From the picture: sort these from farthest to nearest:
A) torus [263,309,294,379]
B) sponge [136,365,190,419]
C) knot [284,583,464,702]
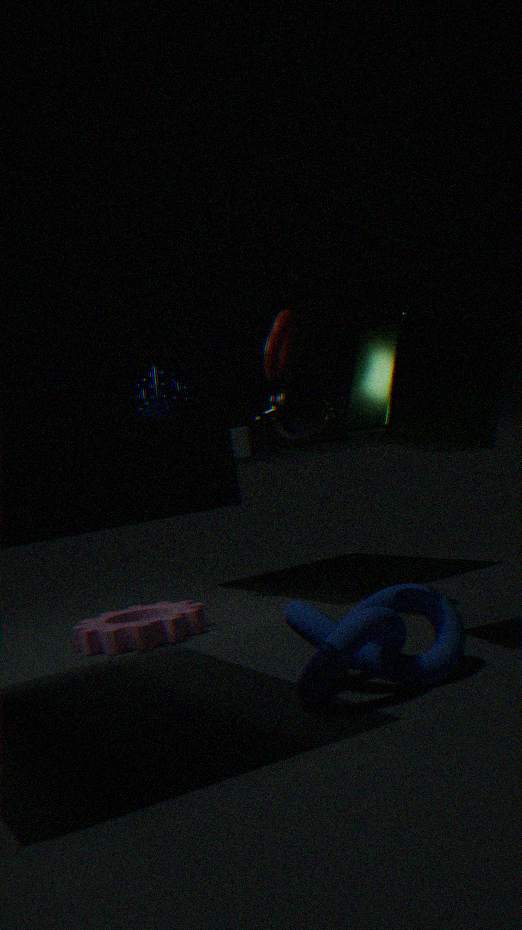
sponge [136,365,190,419], torus [263,309,294,379], knot [284,583,464,702]
